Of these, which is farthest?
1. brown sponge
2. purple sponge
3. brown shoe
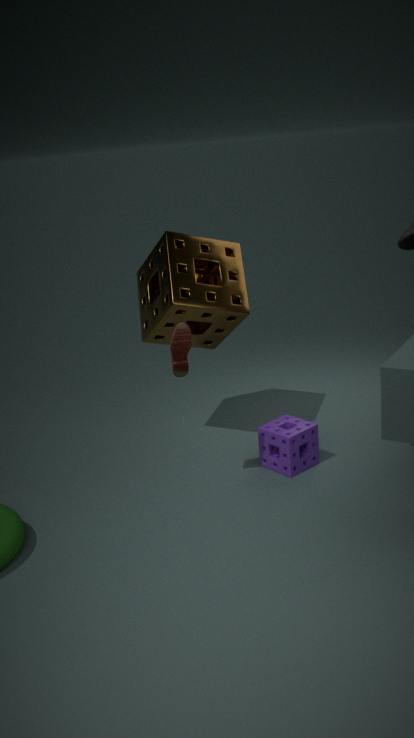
brown sponge
